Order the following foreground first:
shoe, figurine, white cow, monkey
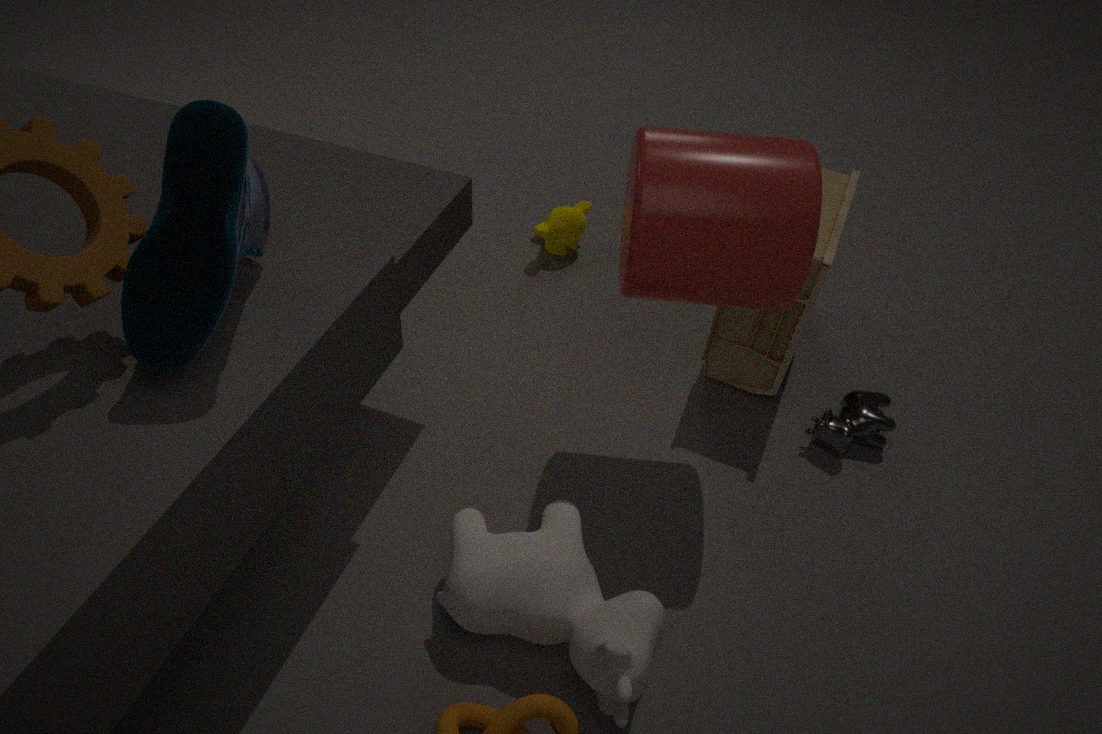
shoe < white cow < figurine < monkey
